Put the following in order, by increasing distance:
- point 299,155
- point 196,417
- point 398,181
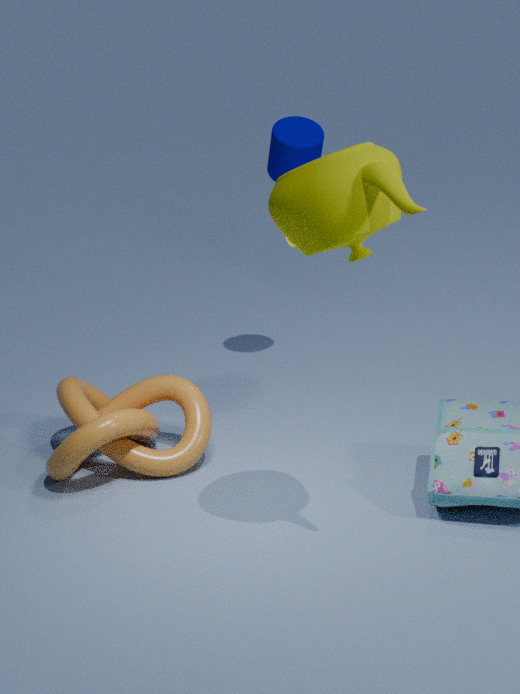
point 398,181 < point 196,417 < point 299,155
